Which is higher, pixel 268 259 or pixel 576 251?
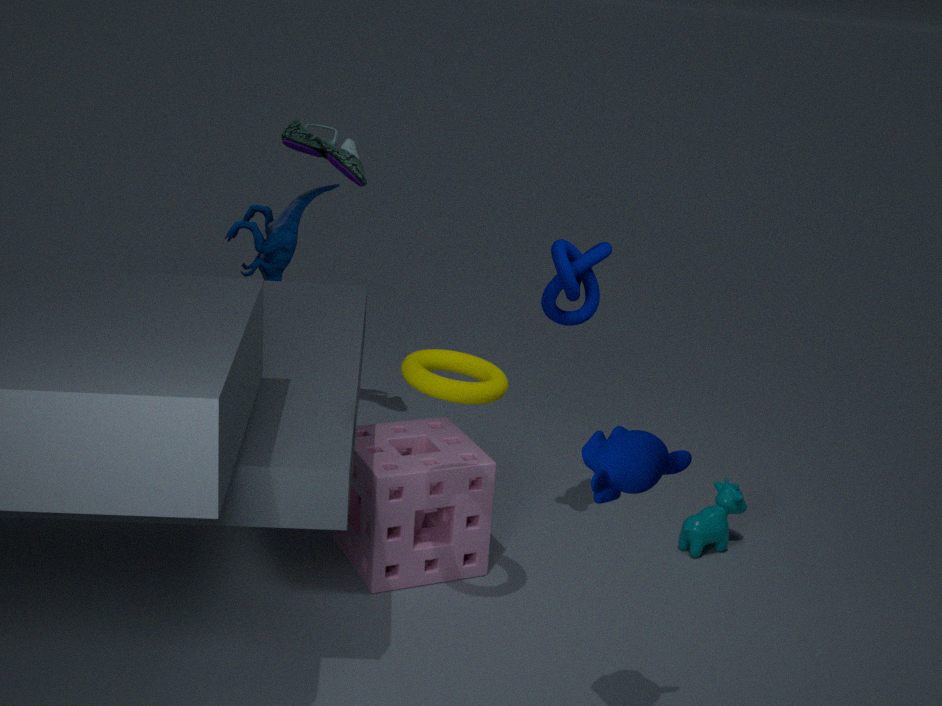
pixel 576 251
